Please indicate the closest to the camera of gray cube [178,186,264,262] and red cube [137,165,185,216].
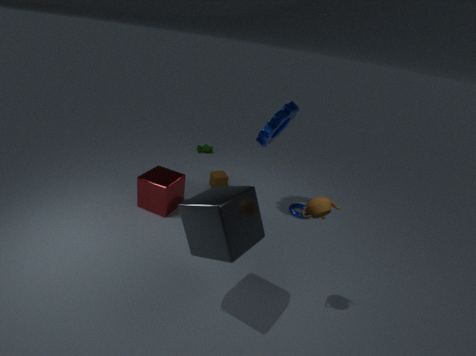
gray cube [178,186,264,262]
